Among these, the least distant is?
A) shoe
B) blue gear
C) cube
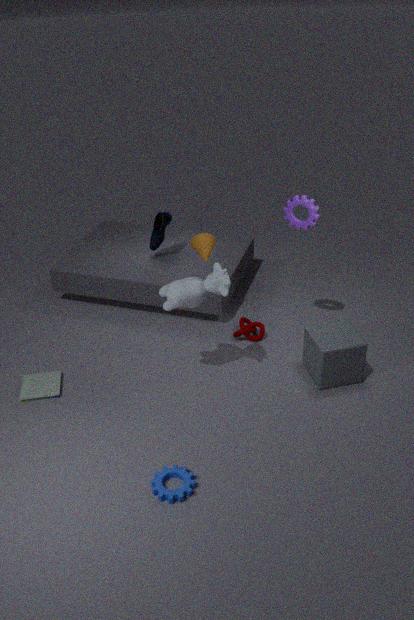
blue gear
